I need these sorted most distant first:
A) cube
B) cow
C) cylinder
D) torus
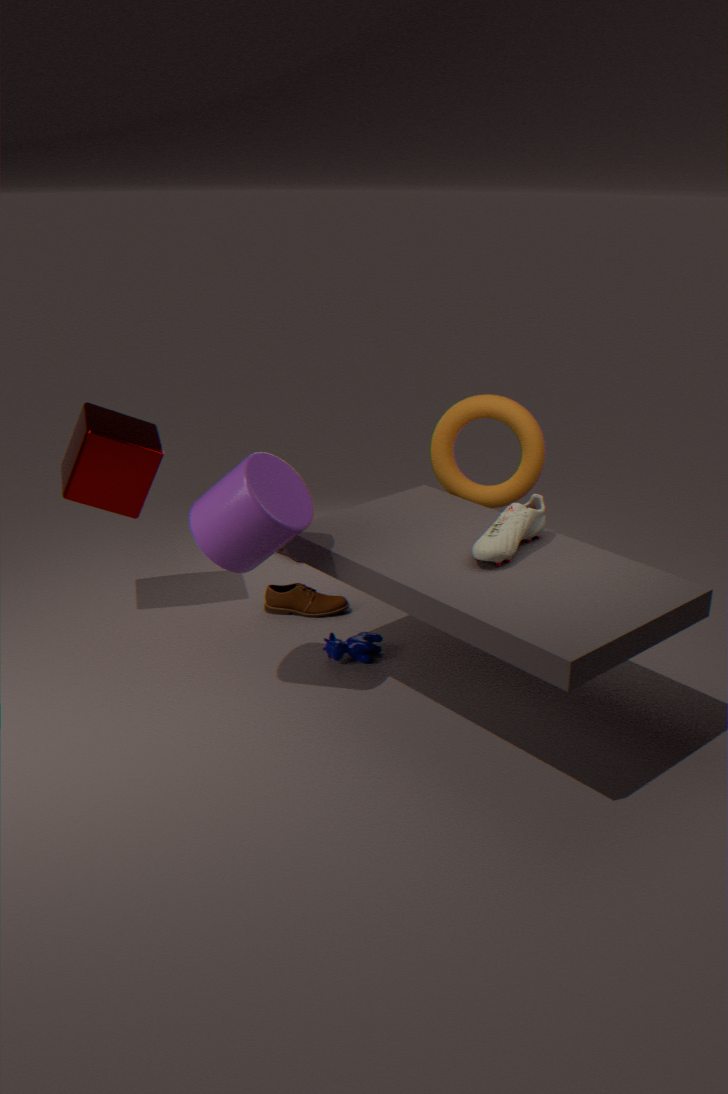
torus → cube → cow → cylinder
